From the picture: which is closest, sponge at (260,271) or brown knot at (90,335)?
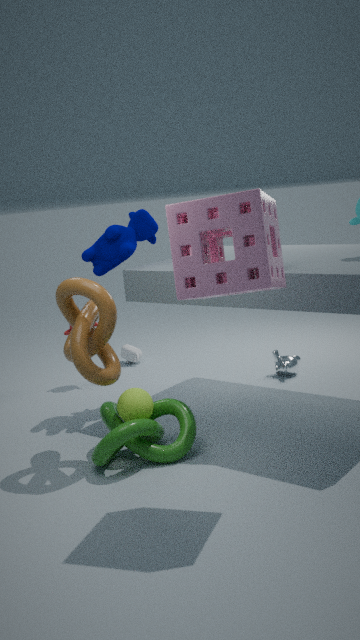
sponge at (260,271)
